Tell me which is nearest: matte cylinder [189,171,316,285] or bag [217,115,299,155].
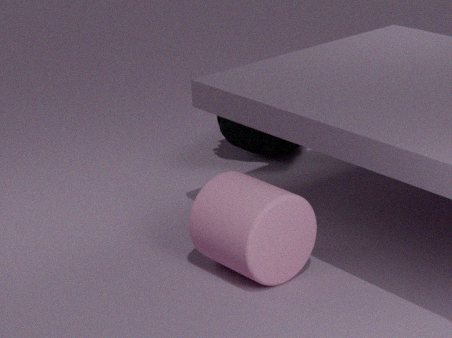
matte cylinder [189,171,316,285]
